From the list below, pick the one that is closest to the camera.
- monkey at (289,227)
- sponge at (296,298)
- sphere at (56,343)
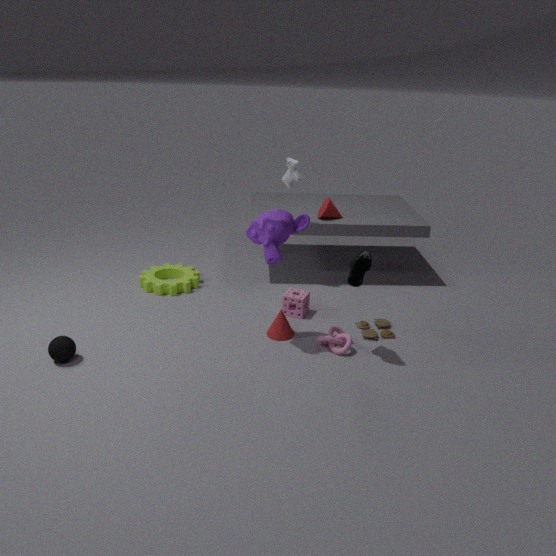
monkey at (289,227)
